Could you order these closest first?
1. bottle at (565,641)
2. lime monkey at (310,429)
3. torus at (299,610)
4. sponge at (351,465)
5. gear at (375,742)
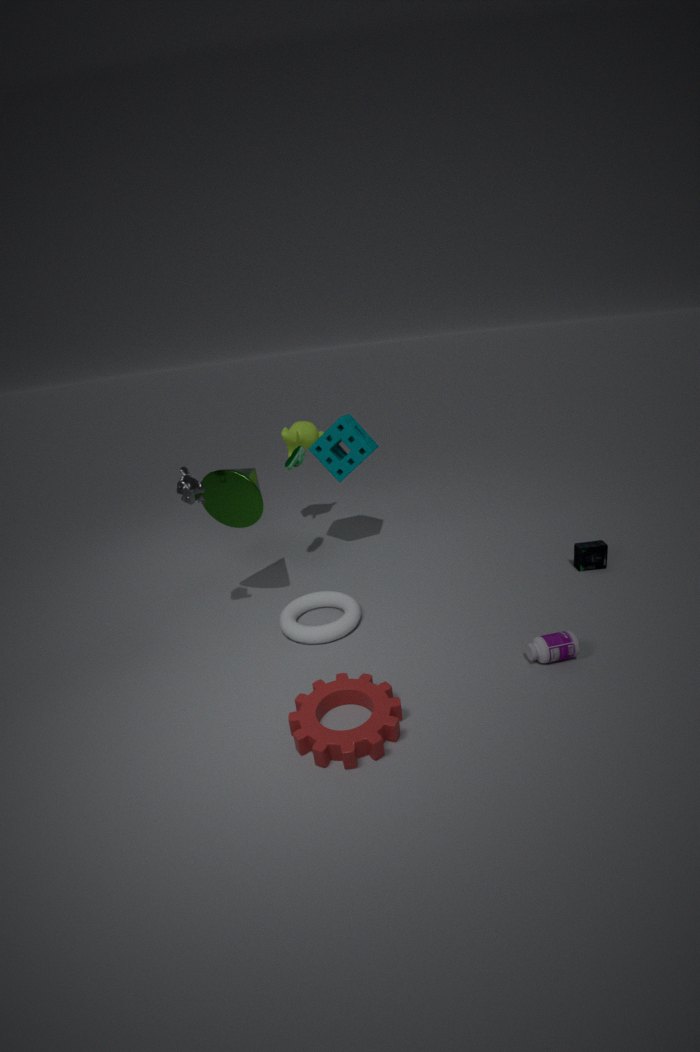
gear at (375,742) → bottle at (565,641) → torus at (299,610) → sponge at (351,465) → lime monkey at (310,429)
